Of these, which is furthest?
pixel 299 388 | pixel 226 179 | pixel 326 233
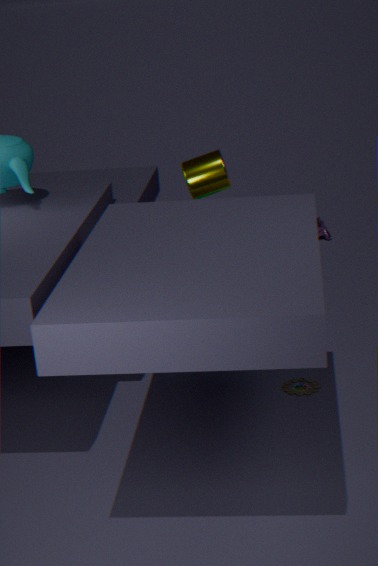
pixel 326 233
